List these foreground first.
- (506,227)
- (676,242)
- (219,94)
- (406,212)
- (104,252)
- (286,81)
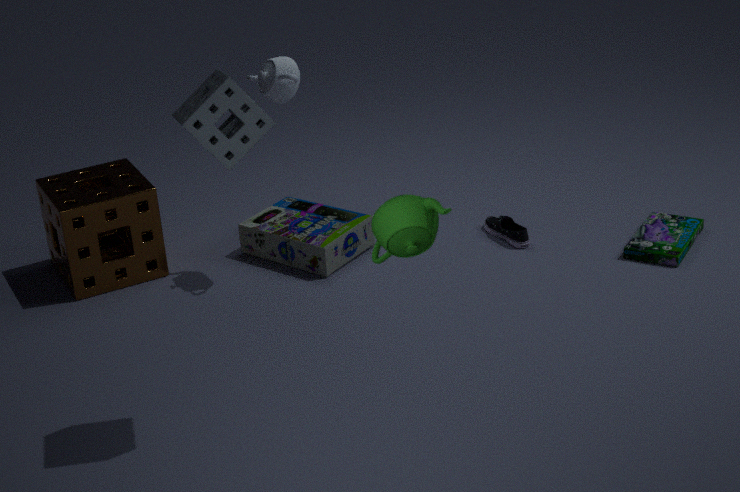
(406,212), (219,94), (286,81), (676,242), (104,252), (506,227)
